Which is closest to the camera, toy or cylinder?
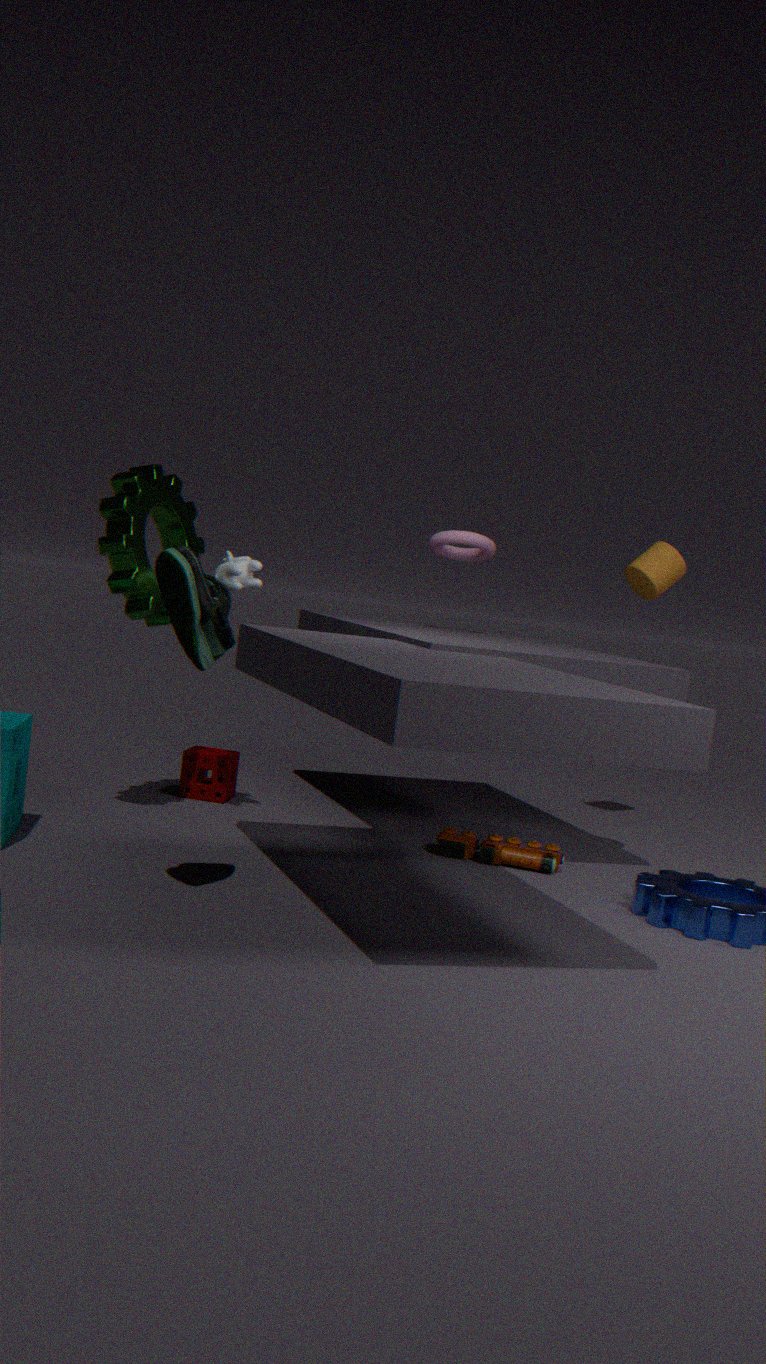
toy
